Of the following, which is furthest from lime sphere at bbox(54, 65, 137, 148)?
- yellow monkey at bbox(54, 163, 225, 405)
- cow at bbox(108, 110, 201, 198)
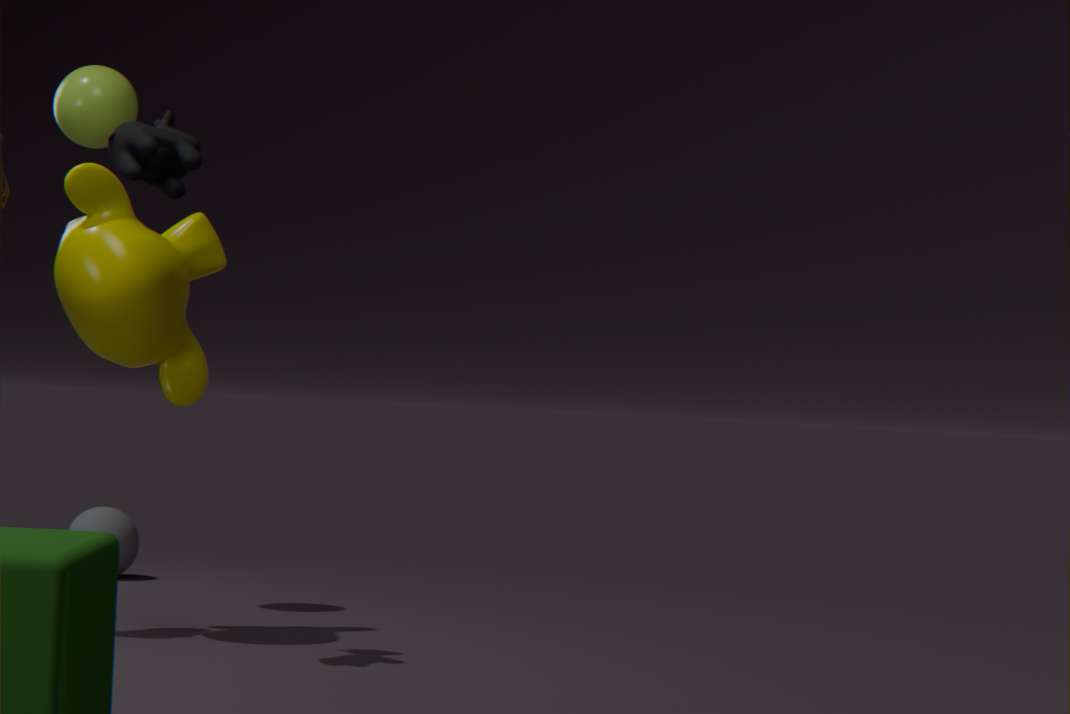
cow at bbox(108, 110, 201, 198)
